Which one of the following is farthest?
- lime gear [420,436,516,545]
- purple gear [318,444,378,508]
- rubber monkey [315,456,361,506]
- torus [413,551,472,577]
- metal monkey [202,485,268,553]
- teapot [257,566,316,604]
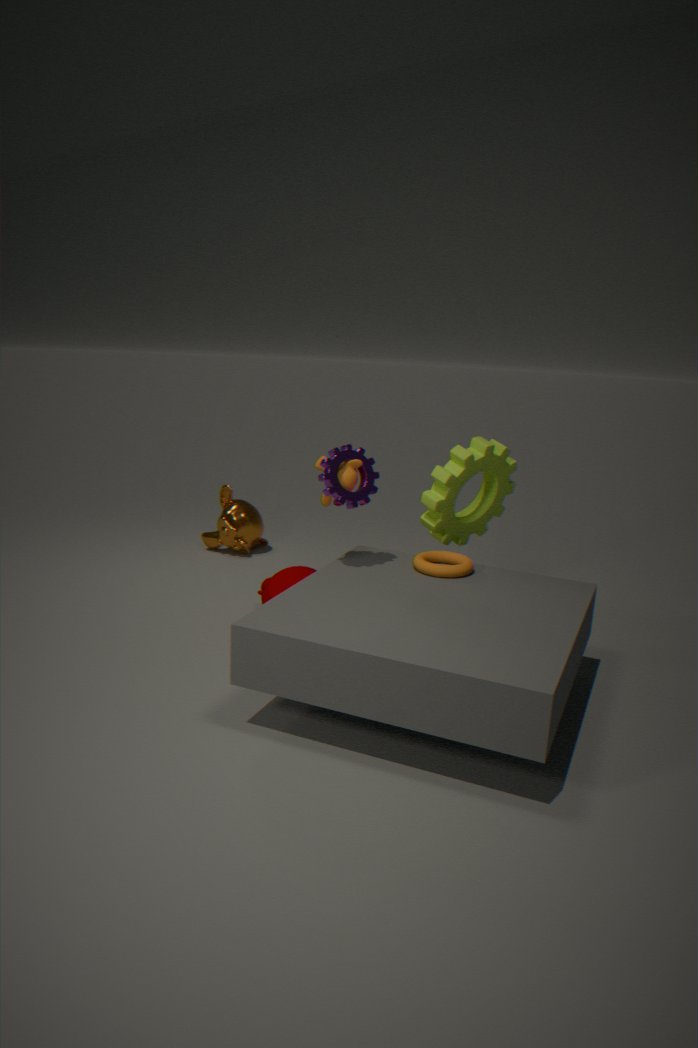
metal monkey [202,485,268,553]
